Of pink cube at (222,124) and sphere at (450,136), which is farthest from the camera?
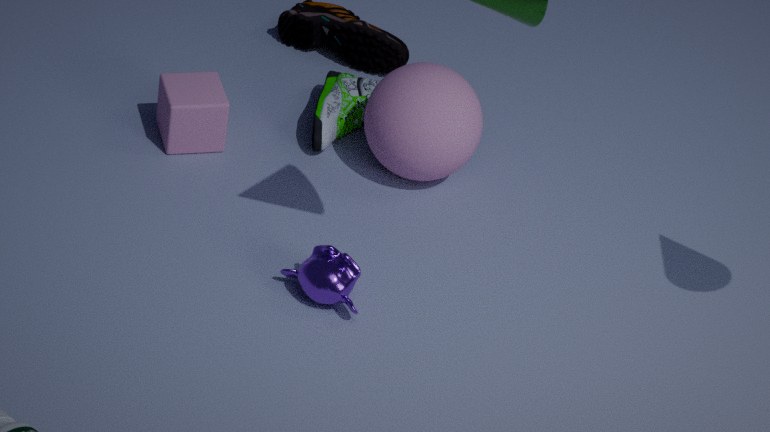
pink cube at (222,124)
